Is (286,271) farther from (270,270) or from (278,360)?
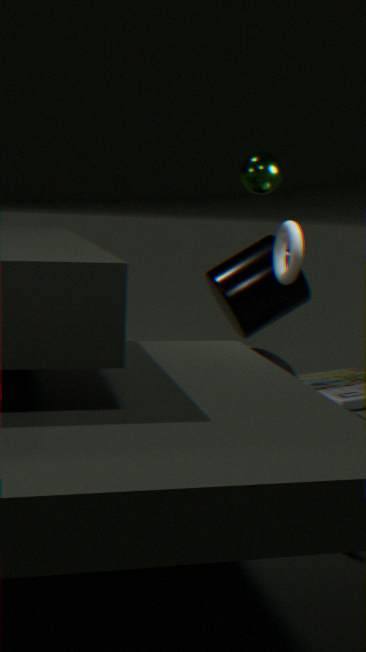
(278,360)
